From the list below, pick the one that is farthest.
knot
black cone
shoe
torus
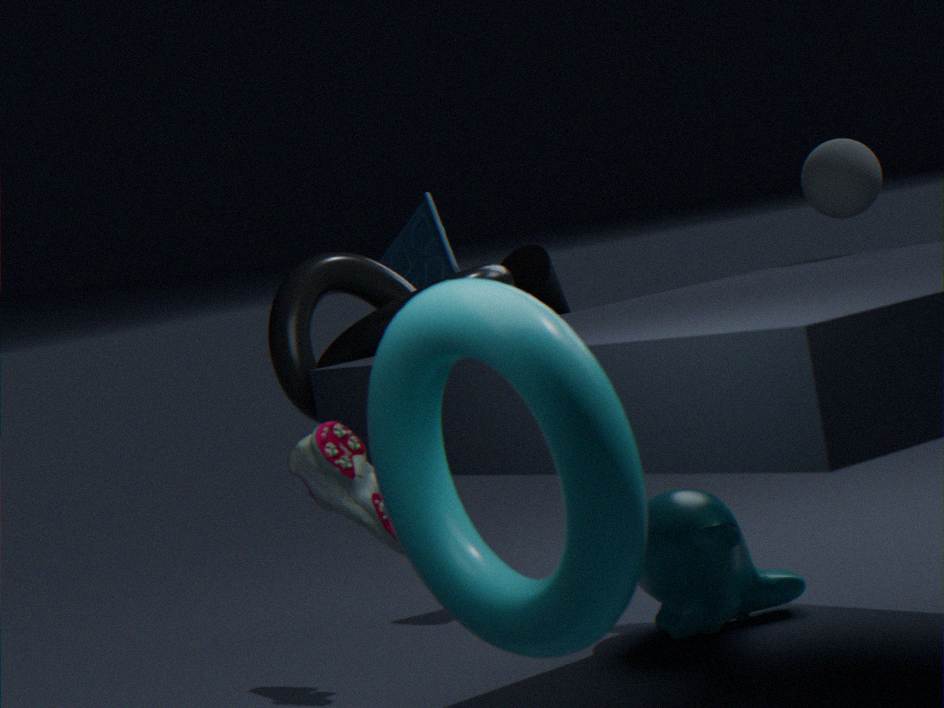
black cone
